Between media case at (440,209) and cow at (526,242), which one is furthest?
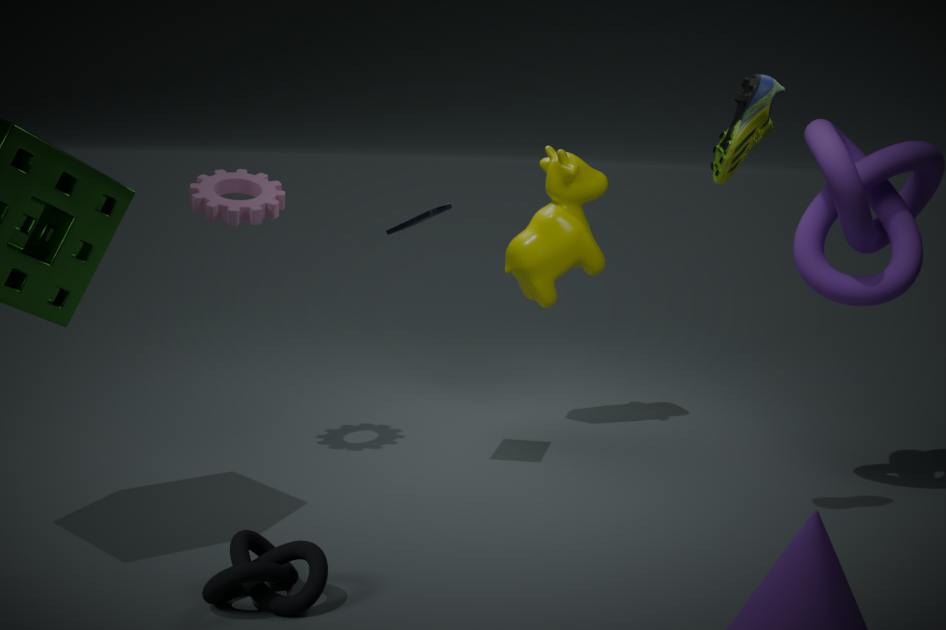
cow at (526,242)
